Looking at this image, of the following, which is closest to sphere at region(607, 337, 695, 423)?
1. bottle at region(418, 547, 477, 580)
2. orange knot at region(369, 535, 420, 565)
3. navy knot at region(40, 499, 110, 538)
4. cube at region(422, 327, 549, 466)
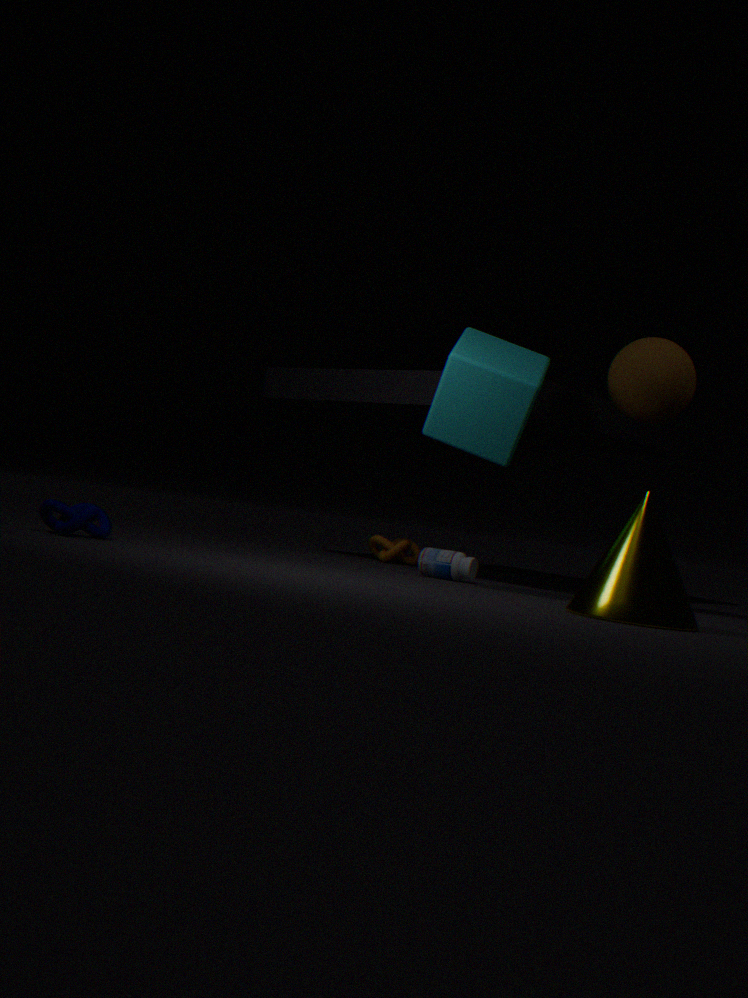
cube at region(422, 327, 549, 466)
